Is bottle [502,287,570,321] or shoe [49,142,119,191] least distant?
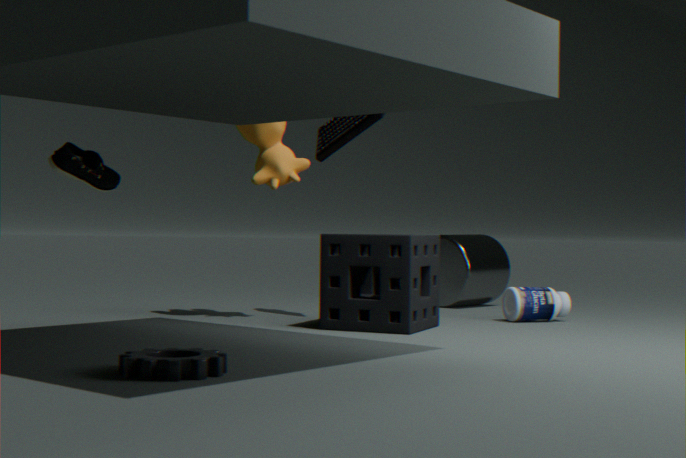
shoe [49,142,119,191]
